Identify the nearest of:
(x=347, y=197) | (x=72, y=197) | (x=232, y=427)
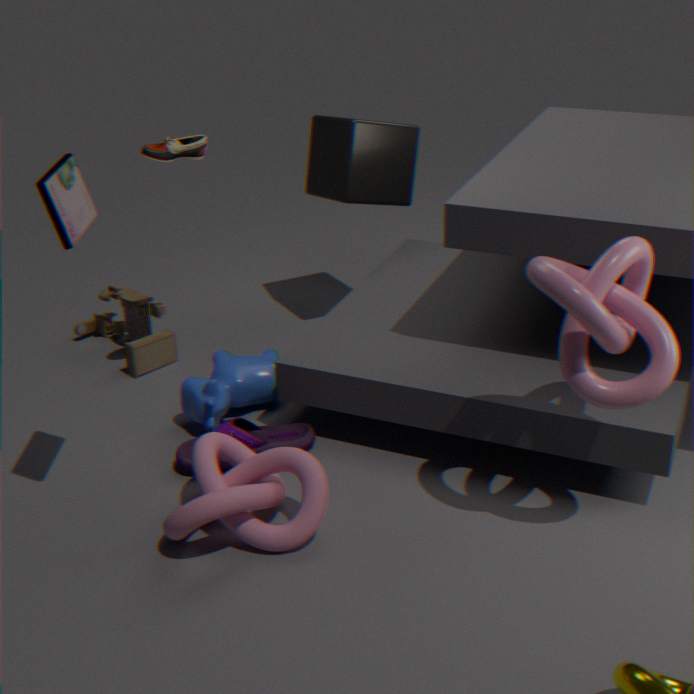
(x=72, y=197)
